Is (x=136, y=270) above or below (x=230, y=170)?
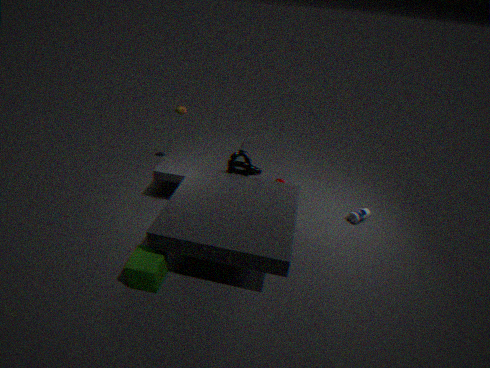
below
